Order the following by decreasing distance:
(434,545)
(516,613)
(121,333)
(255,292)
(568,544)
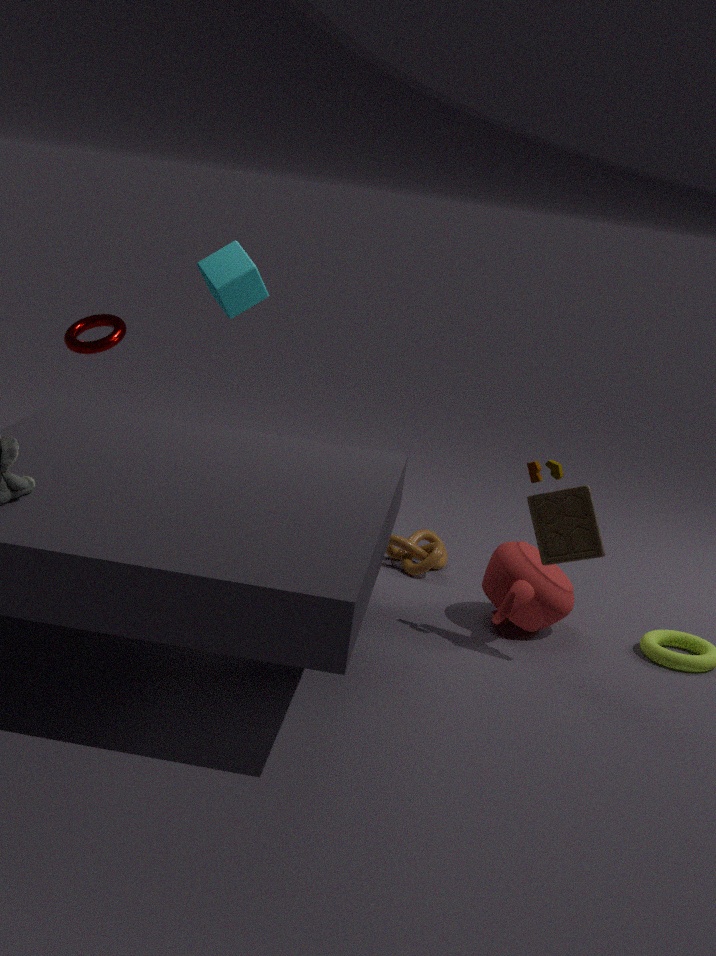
(121,333) < (255,292) < (434,545) < (516,613) < (568,544)
